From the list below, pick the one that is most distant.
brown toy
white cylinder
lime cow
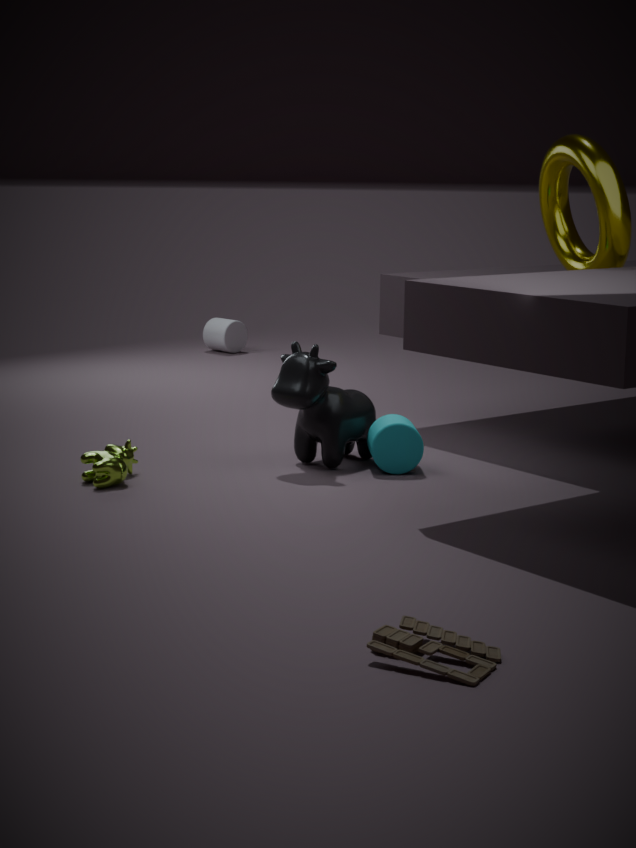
white cylinder
